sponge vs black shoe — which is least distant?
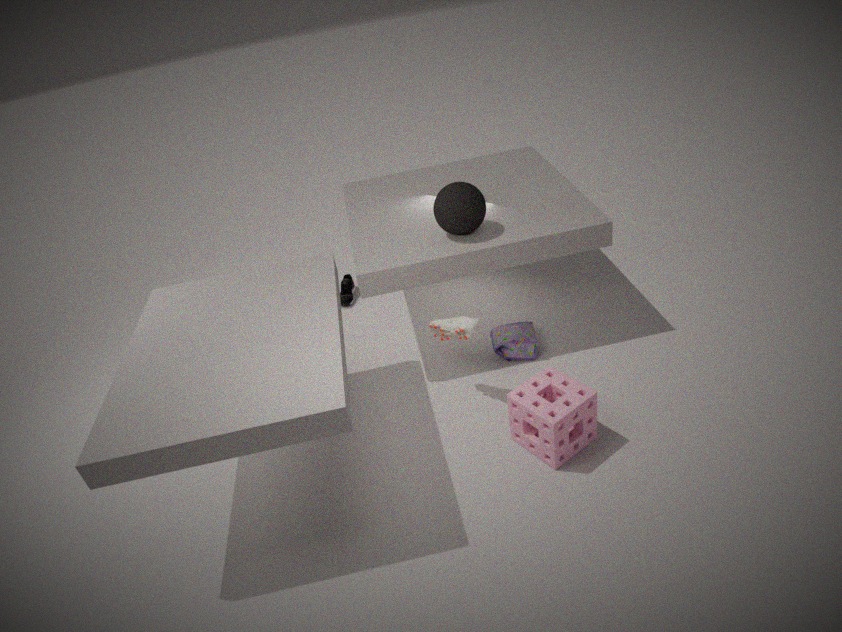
sponge
